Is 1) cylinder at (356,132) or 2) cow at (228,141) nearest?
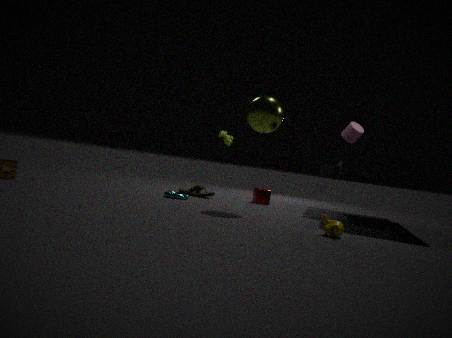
1. cylinder at (356,132)
